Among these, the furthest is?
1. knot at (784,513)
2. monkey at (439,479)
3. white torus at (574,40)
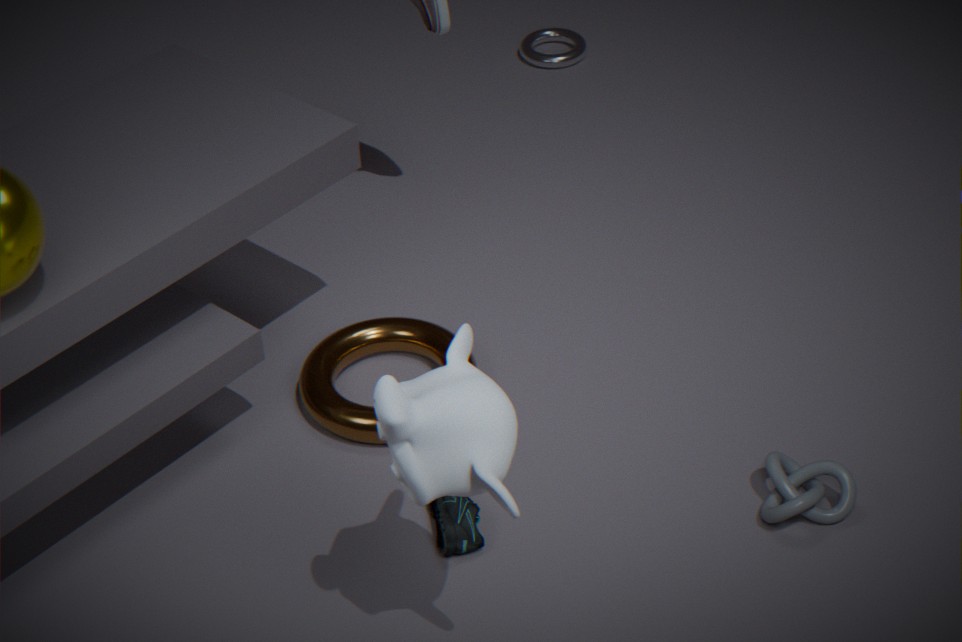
white torus at (574,40)
